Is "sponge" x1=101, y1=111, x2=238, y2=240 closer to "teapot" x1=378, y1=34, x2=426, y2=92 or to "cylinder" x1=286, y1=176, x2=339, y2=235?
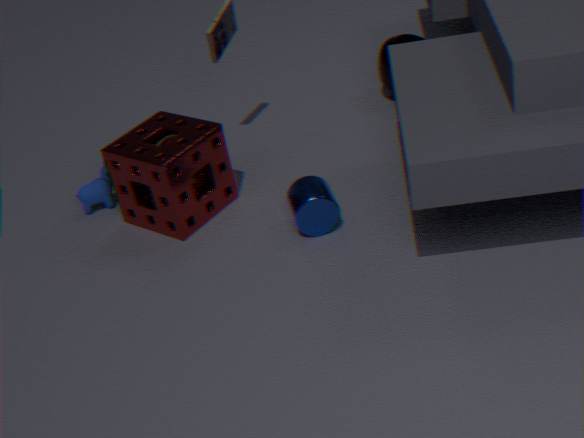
"cylinder" x1=286, y1=176, x2=339, y2=235
